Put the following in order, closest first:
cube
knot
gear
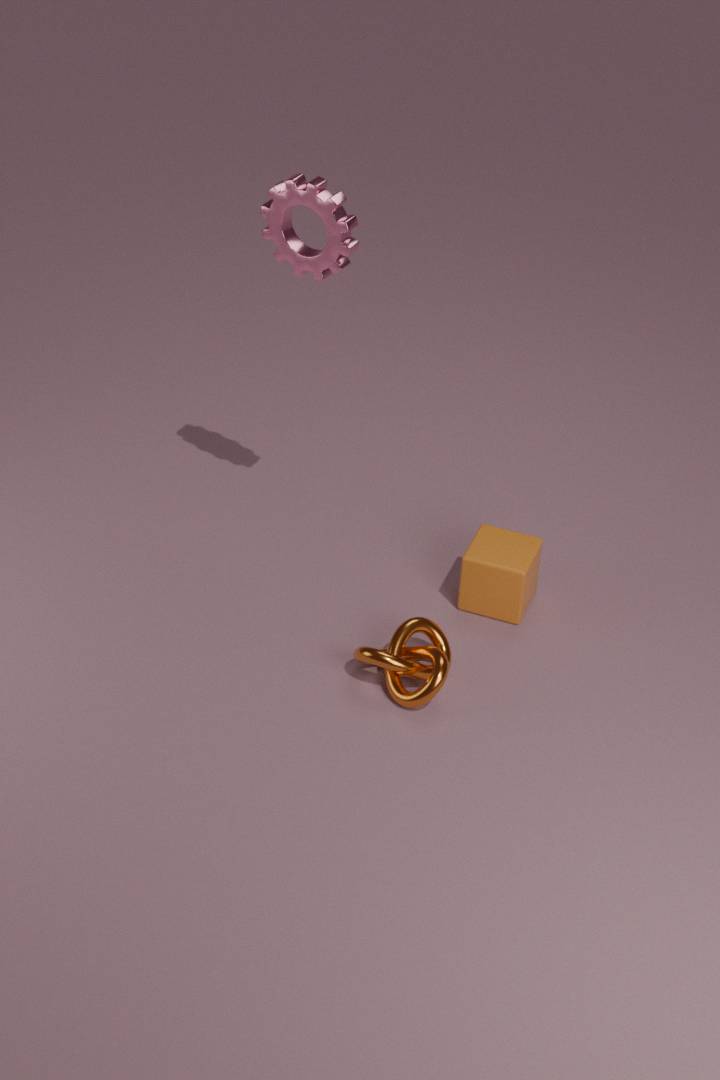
gear → knot → cube
